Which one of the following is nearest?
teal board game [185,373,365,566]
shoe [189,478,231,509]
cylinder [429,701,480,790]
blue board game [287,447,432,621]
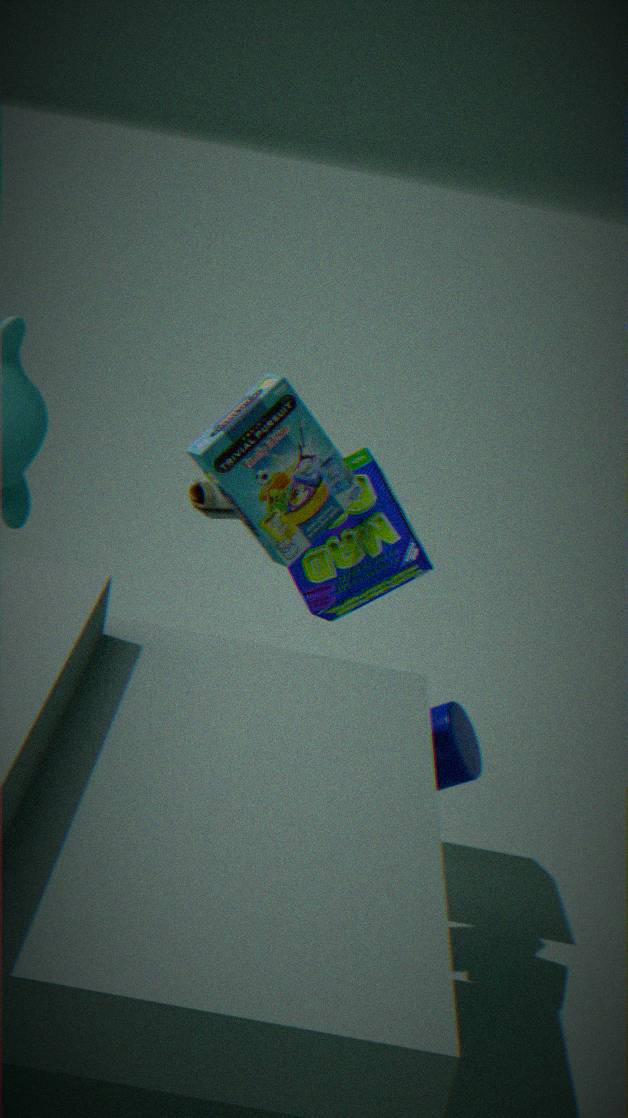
teal board game [185,373,365,566]
